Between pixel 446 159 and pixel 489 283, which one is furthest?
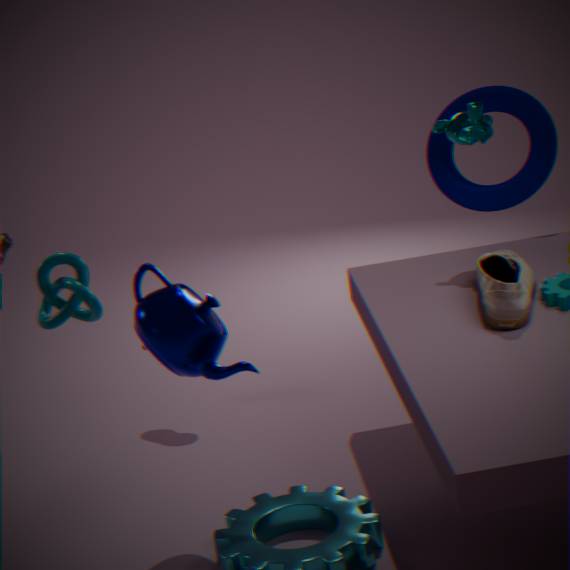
pixel 446 159
